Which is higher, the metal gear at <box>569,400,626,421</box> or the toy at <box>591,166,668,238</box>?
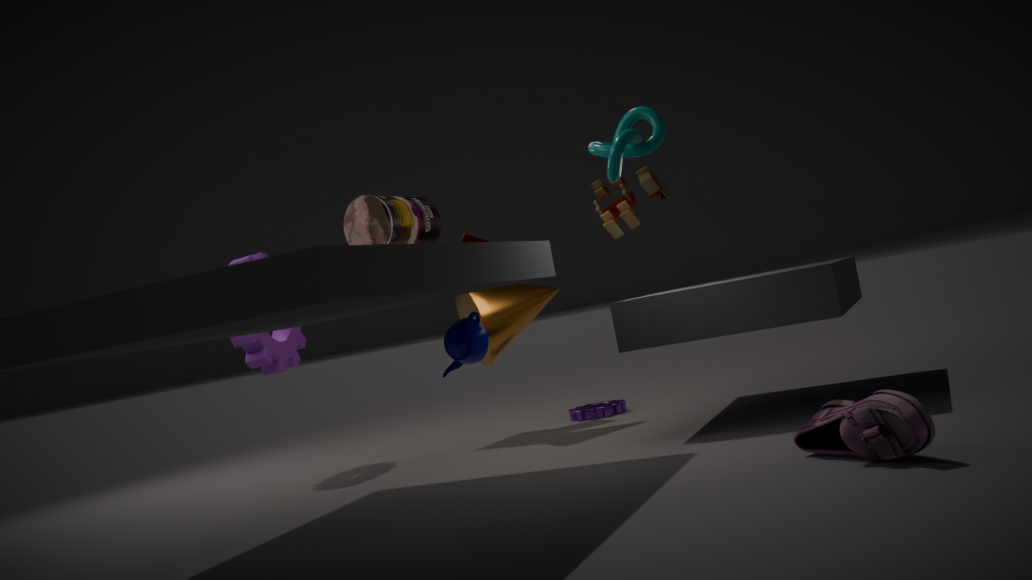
the toy at <box>591,166,668,238</box>
